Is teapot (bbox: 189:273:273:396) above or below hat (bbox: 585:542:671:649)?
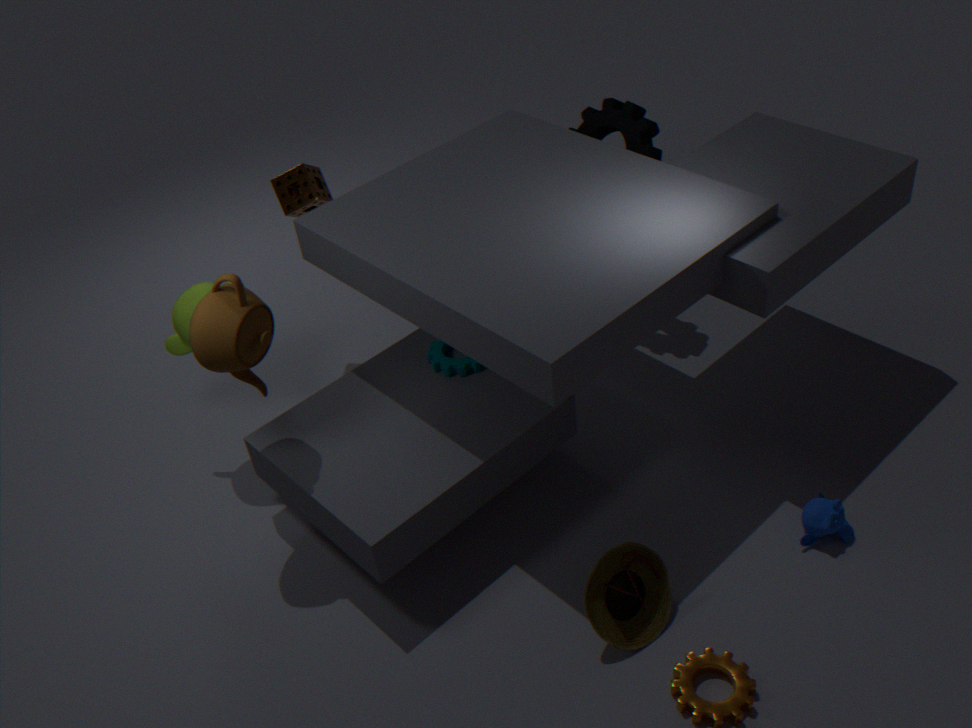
above
